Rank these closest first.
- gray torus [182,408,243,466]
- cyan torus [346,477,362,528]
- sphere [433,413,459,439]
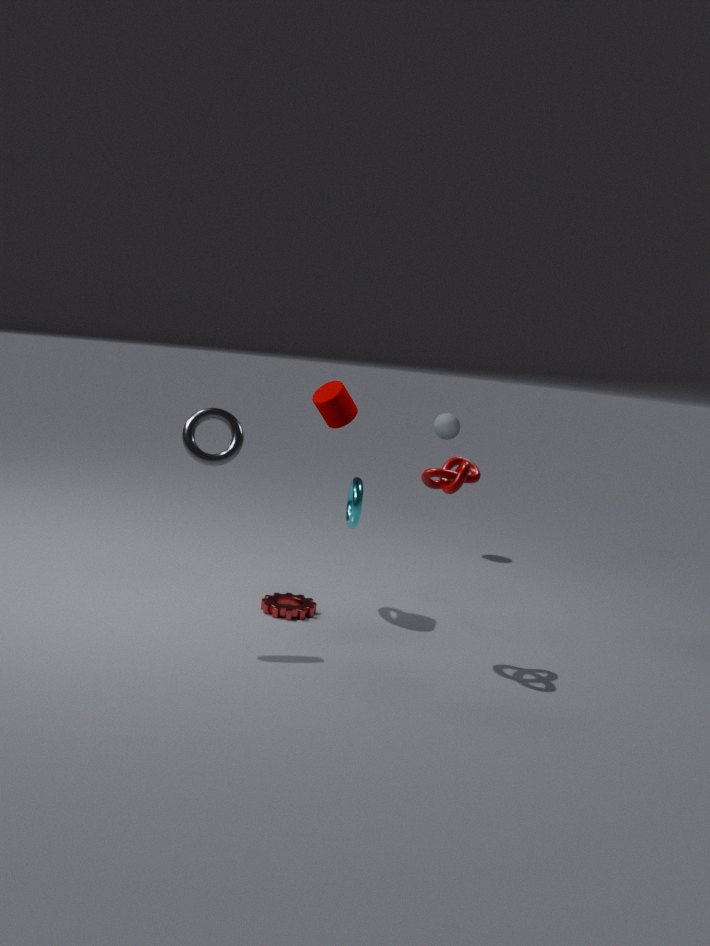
gray torus [182,408,243,466]
cyan torus [346,477,362,528]
sphere [433,413,459,439]
